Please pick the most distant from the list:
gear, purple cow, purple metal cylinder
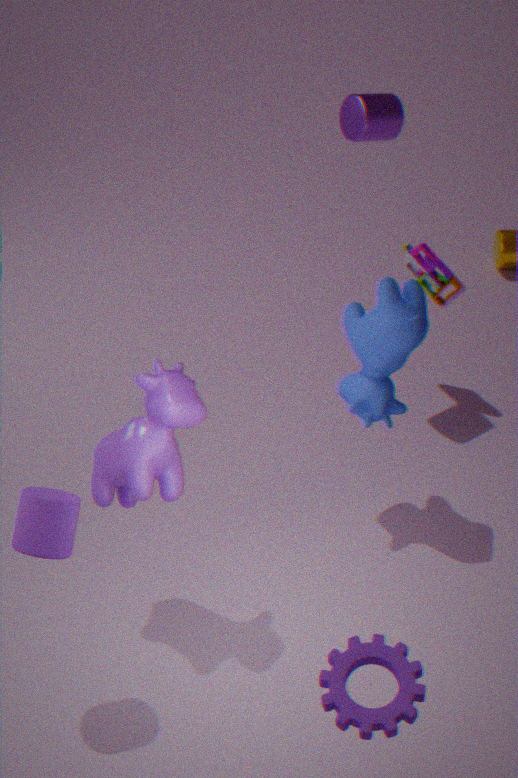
purple metal cylinder
